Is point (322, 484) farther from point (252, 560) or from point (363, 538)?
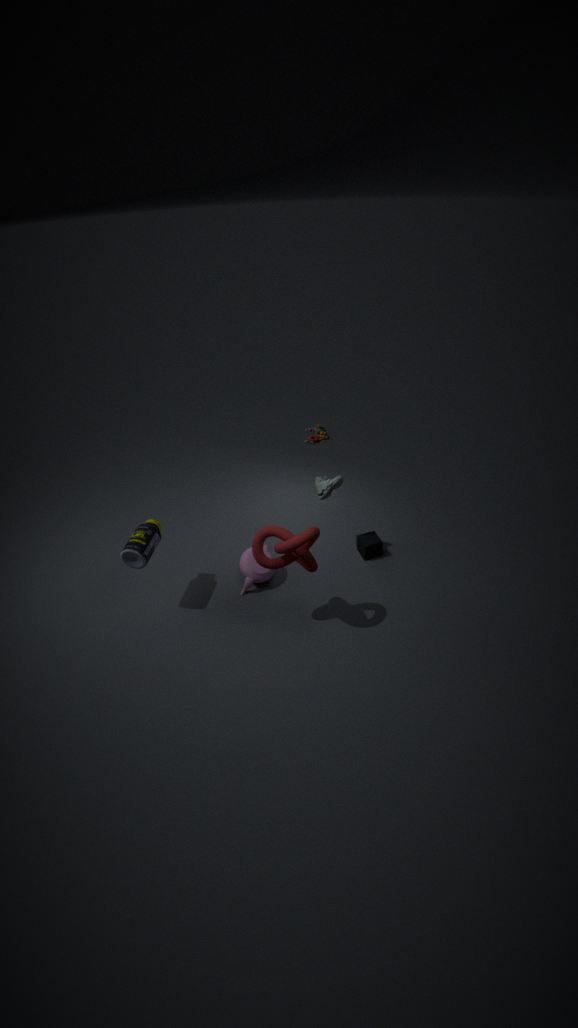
Result: point (252, 560)
